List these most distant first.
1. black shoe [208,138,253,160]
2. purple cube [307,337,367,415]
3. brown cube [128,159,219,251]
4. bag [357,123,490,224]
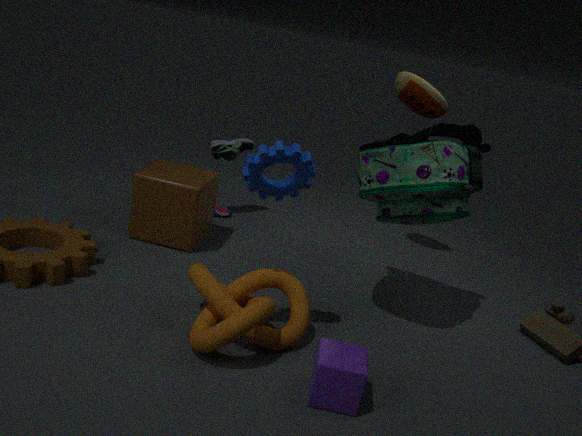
black shoe [208,138,253,160]
brown cube [128,159,219,251]
bag [357,123,490,224]
purple cube [307,337,367,415]
